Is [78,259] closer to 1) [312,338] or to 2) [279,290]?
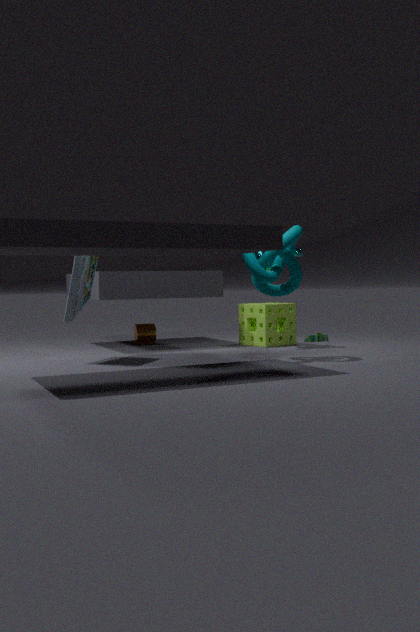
2) [279,290]
